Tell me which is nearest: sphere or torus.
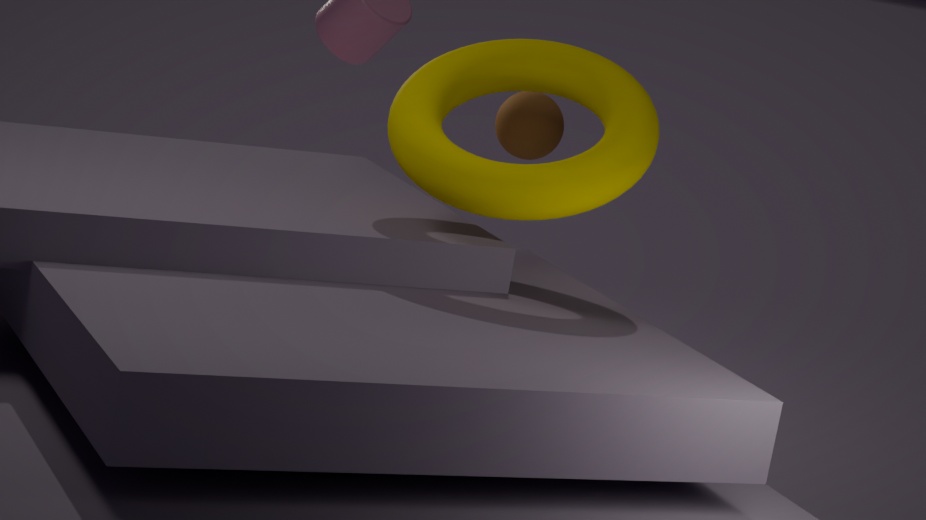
torus
